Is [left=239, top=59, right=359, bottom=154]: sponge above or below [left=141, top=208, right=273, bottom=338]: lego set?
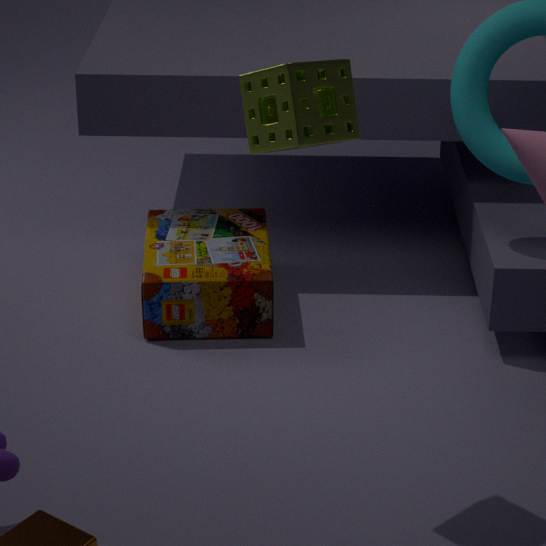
above
